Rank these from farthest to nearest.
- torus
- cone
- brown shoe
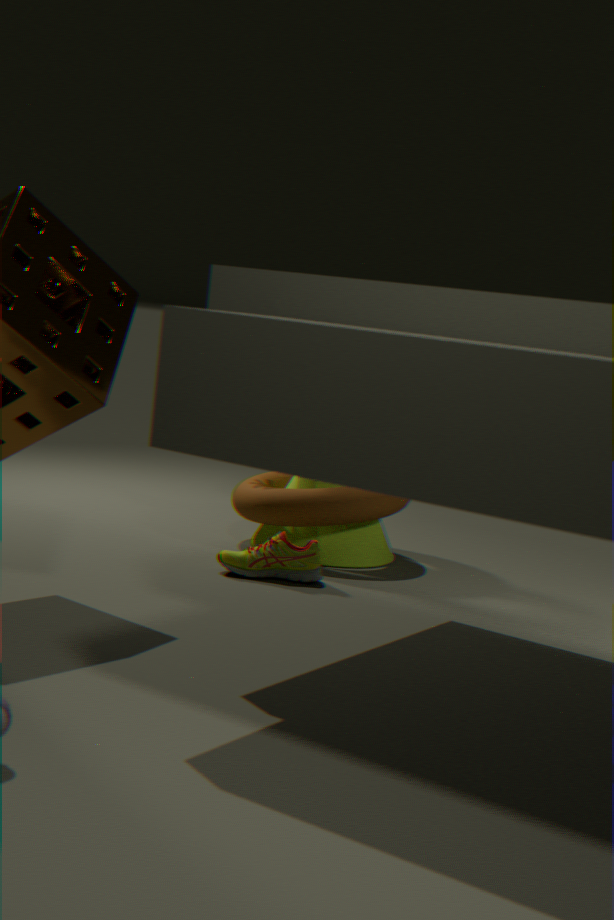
cone → torus → brown shoe
